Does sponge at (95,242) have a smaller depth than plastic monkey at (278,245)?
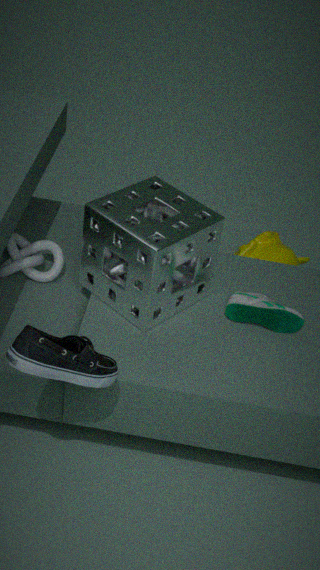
Yes
